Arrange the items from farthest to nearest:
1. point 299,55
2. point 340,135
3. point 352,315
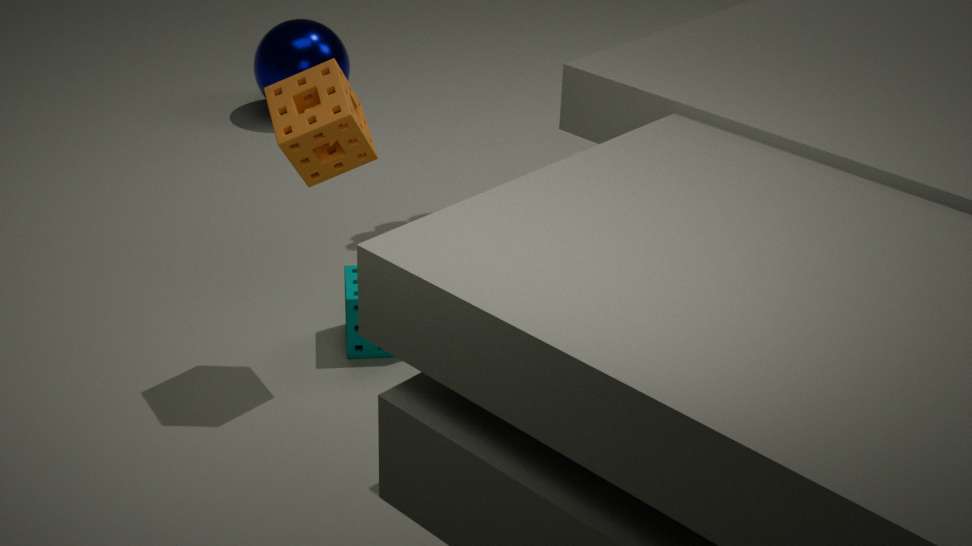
point 299,55 < point 352,315 < point 340,135
